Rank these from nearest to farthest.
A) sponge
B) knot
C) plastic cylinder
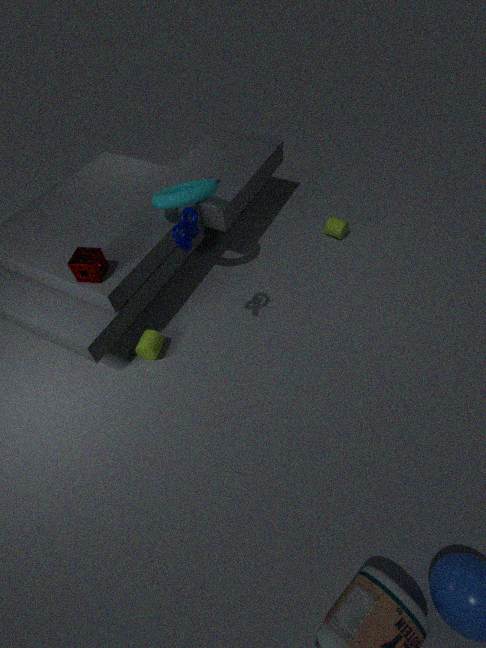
knot, sponge, plastic cylinder
